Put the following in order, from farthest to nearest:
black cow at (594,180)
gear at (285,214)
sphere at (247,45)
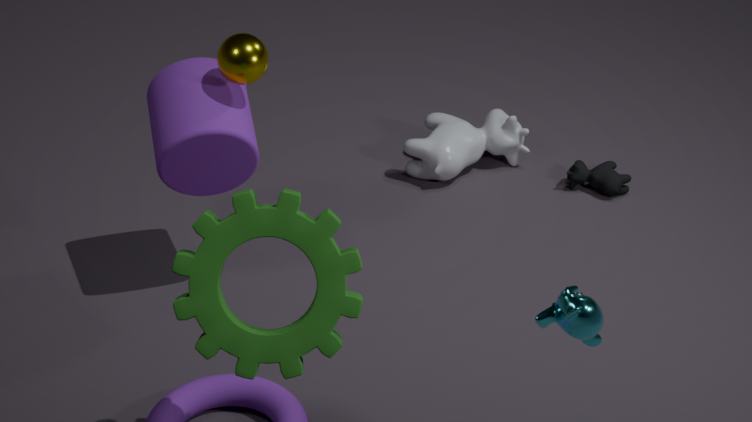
black cow at (594,180) < sphere at (247,45) < gear at (285,214)
